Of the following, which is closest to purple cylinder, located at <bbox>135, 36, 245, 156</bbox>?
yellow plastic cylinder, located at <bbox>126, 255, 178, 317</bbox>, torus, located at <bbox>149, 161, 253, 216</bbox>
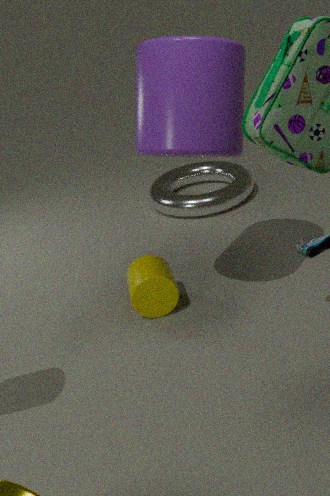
yellow plastic cylinder, located at <bbox>126, 255, 178, 317</bbox>
